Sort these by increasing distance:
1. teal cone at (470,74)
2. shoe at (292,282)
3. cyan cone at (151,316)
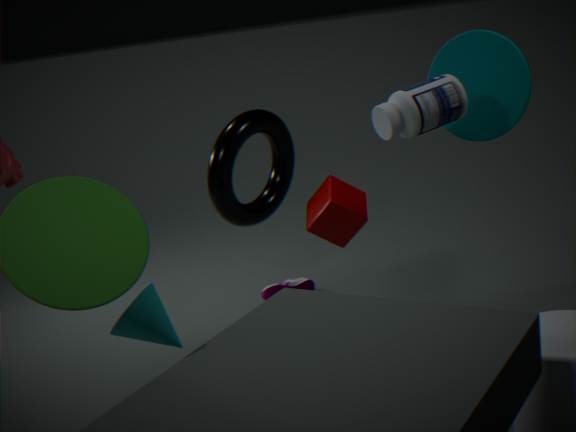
cyan cone at (151,316)
teal cone at (470,74)
shoe at (292,282)
